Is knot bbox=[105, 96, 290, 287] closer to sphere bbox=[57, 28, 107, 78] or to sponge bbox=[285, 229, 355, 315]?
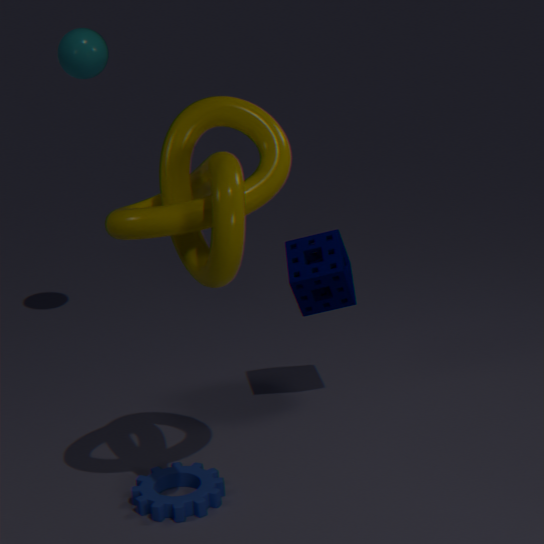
sponge bbox=[285, 229, 355, 315]
